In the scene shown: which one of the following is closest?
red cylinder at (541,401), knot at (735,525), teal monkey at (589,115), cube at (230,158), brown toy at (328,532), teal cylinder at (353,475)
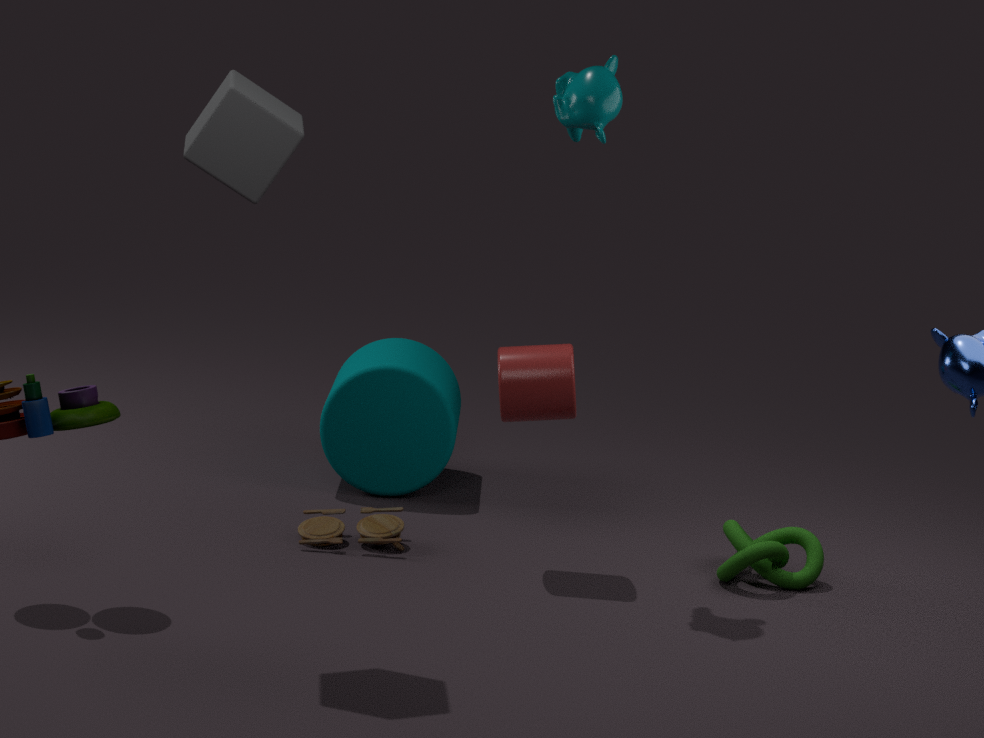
cube at (230,158)
